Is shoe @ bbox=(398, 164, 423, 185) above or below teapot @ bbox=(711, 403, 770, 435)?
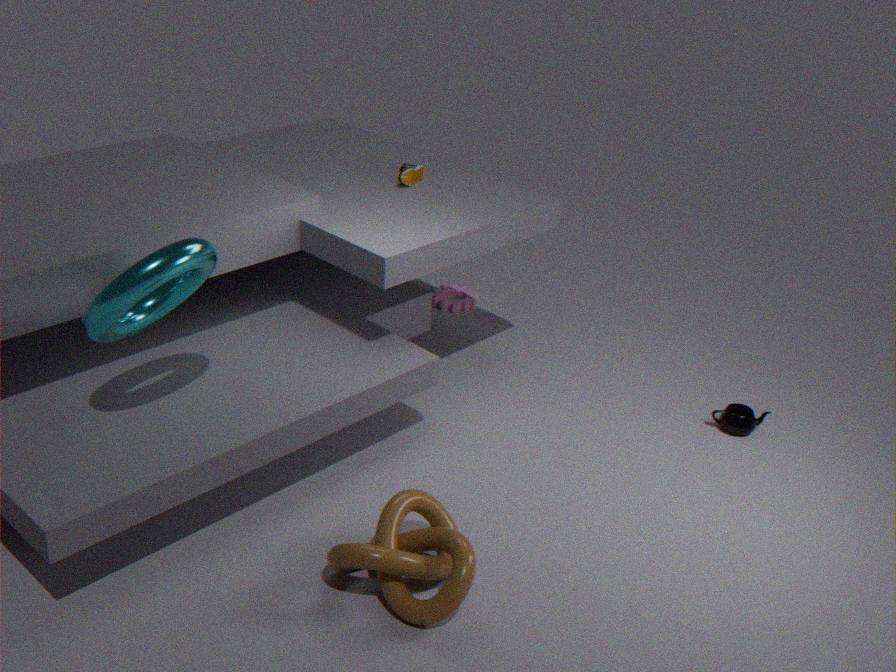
above
